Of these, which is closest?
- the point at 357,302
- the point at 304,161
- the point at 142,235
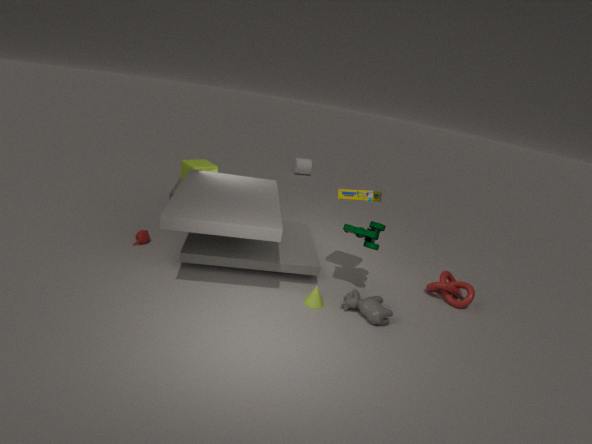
the point at 357,302
